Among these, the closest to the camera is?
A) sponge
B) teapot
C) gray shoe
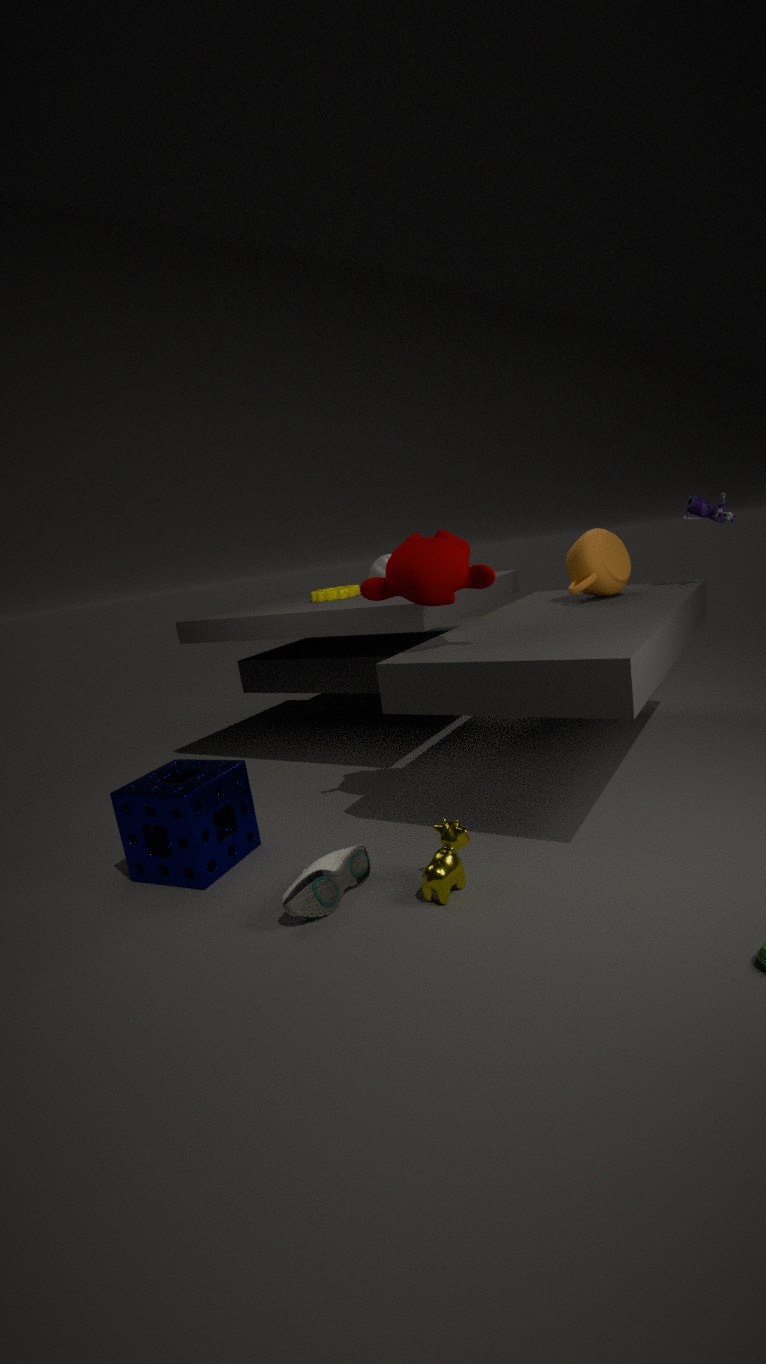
gray shoe
